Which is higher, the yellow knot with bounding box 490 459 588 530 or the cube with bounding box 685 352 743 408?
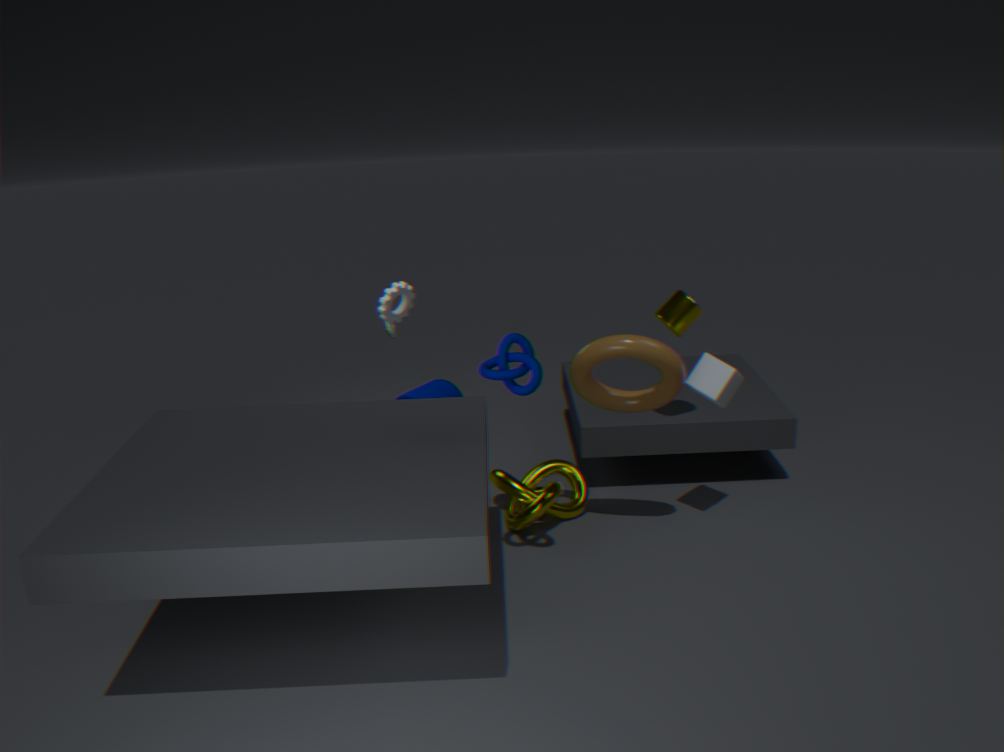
the cube with bounding box 685 352 743 408
